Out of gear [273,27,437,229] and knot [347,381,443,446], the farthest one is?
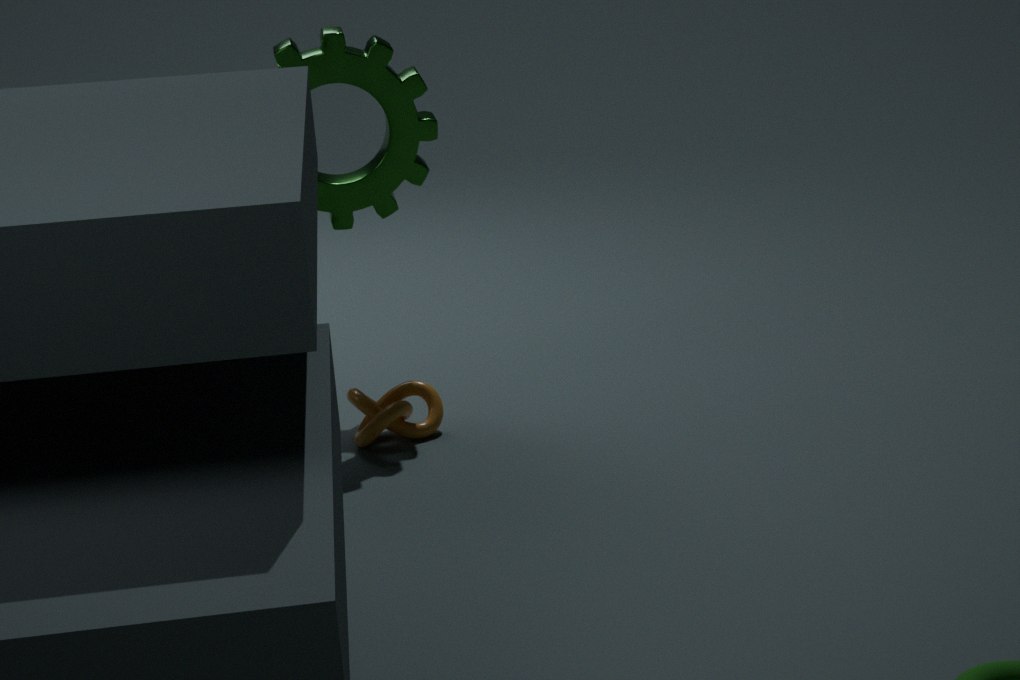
gear [273,27,437,229]
